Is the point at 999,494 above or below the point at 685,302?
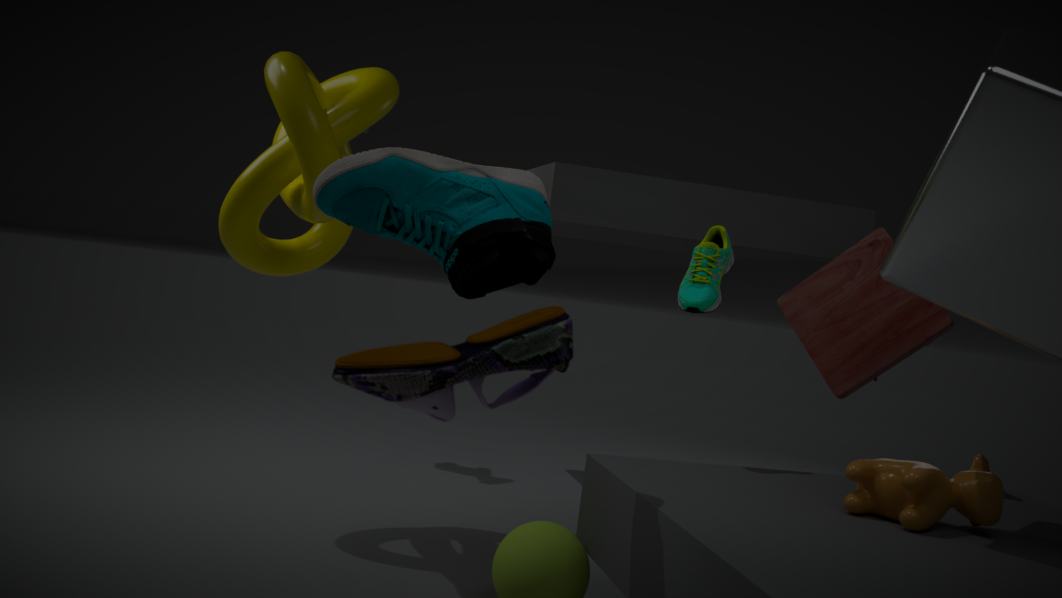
below
